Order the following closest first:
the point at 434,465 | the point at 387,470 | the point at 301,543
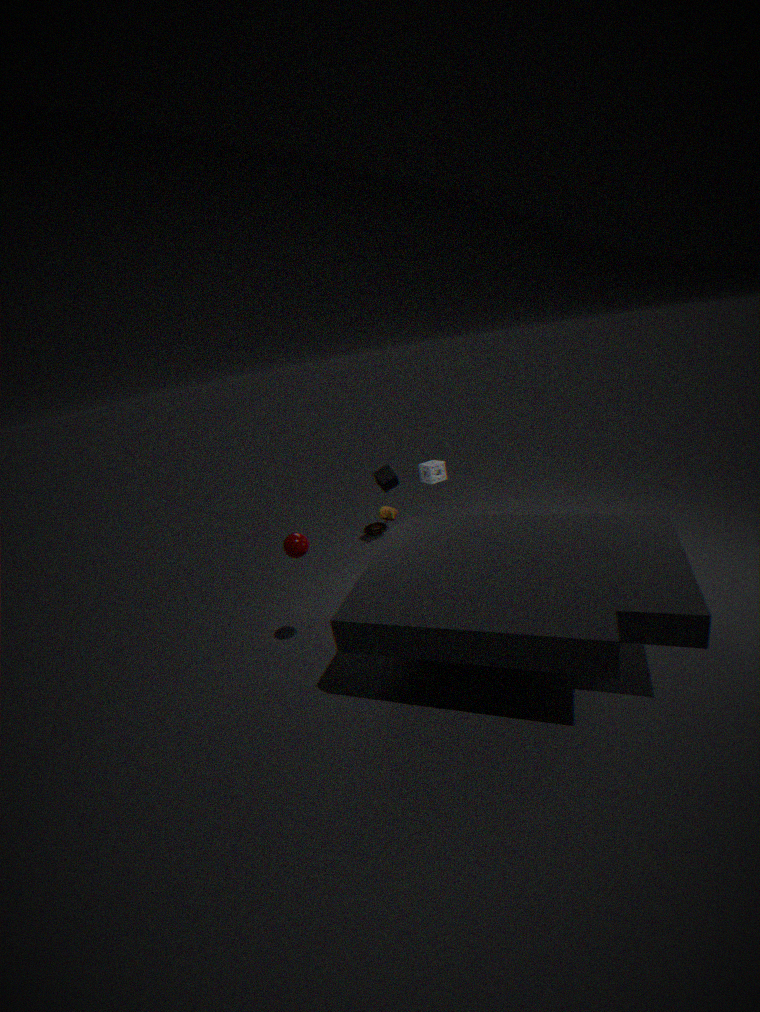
the point at 301,543 → the point at 434,465 → the point at 387,470
